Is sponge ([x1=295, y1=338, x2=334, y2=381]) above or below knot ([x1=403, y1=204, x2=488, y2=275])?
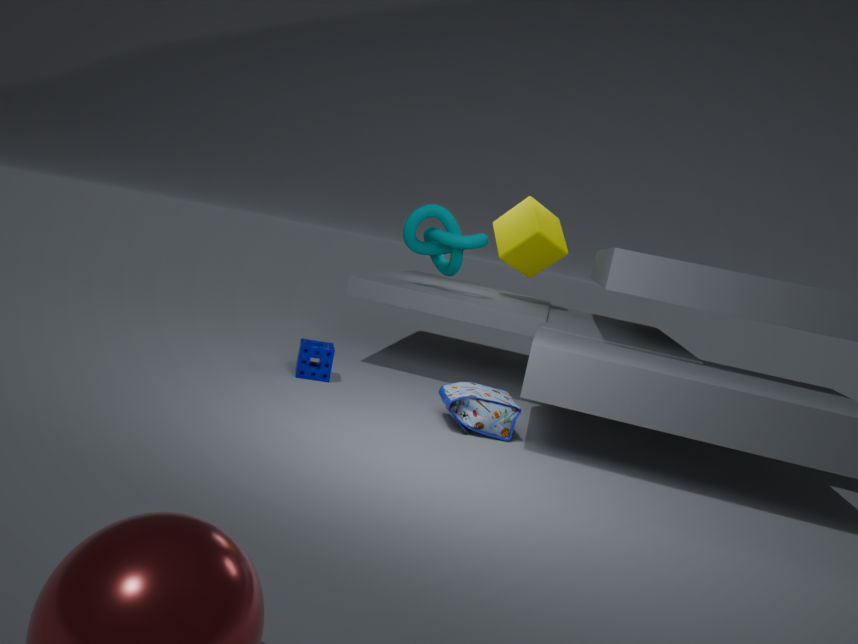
below
